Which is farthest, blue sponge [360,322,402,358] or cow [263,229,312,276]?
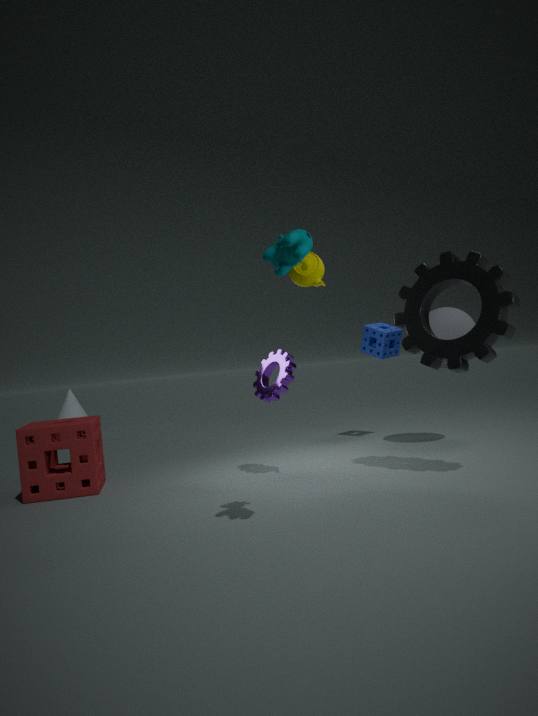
blue sponge [360,322,402,358]
